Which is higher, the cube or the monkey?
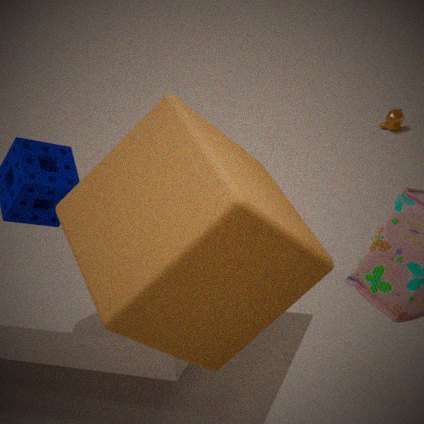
the cube
